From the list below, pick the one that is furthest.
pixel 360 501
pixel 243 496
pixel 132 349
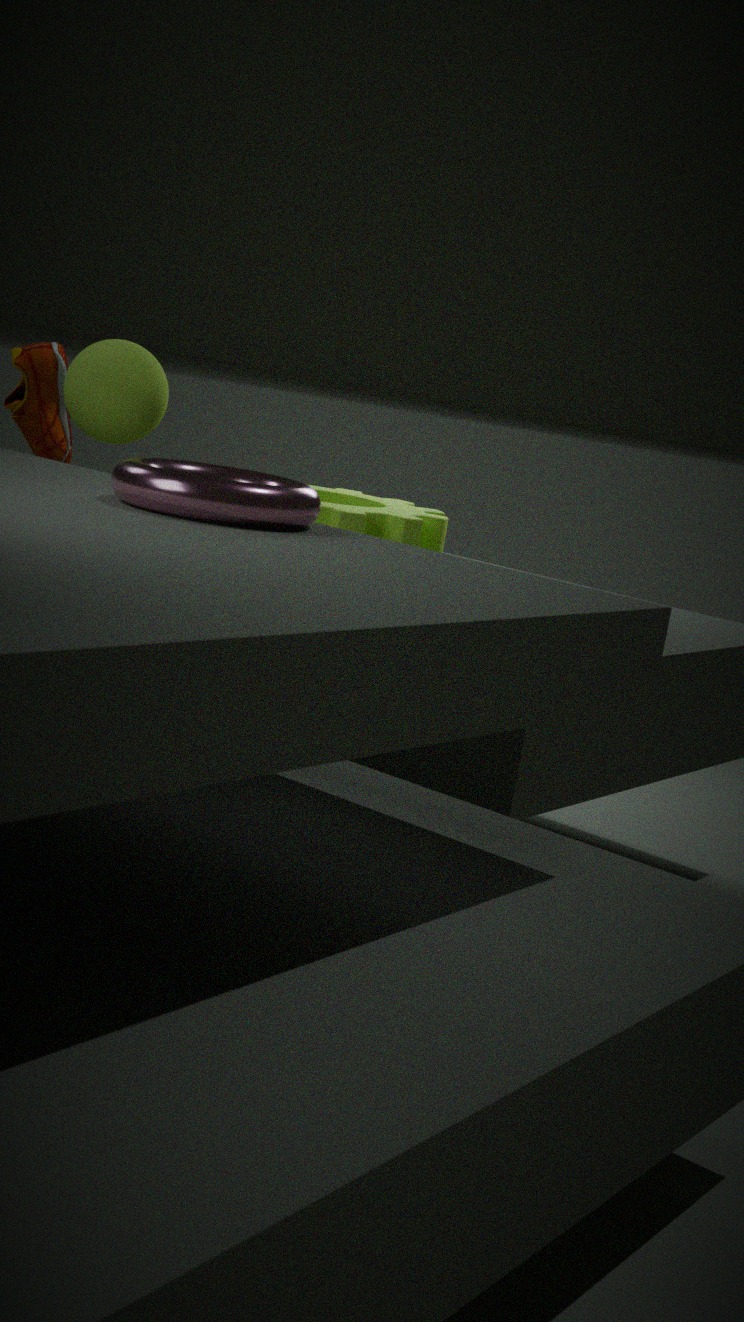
pixel 360 501
